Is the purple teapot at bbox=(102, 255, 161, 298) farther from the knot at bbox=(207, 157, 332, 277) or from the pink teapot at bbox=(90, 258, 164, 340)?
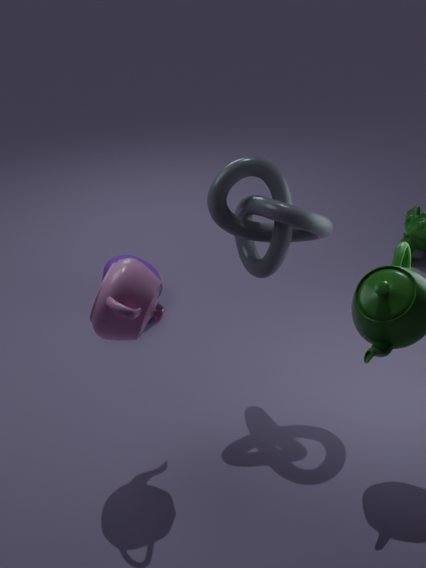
the pink teapot at bbox=(90, 258, 164, 340)
